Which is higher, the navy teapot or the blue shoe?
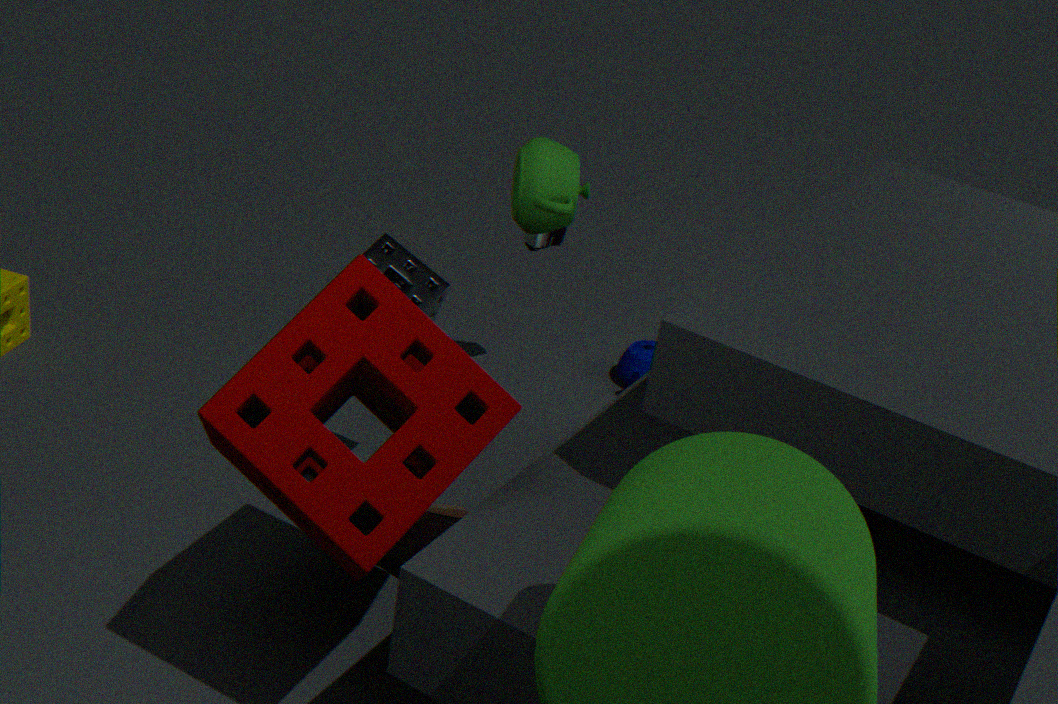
the blue shoe
